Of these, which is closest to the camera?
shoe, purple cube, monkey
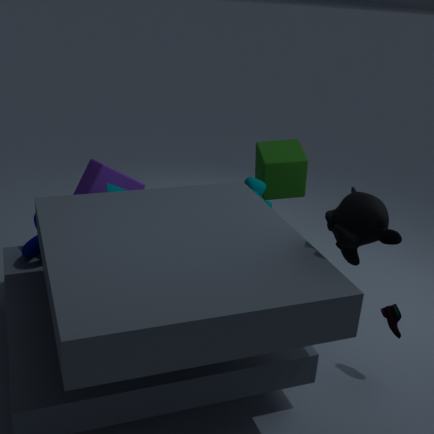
monkey
